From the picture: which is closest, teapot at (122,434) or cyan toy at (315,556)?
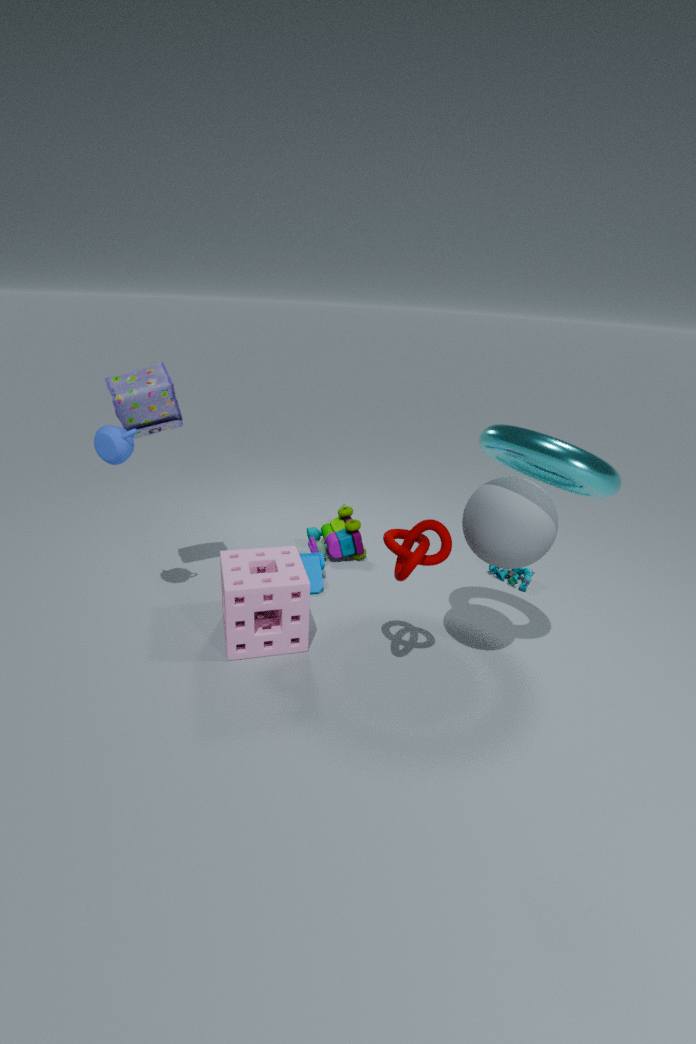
teapot at (122,434)
